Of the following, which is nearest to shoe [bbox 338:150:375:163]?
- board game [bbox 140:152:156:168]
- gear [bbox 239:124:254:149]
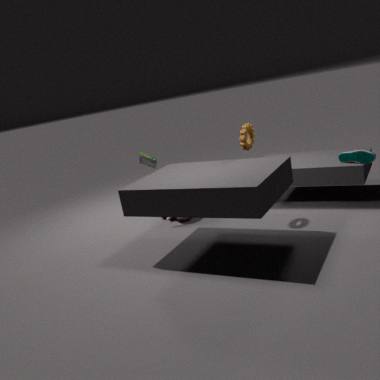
gear [bbox 239:124:254:149]
